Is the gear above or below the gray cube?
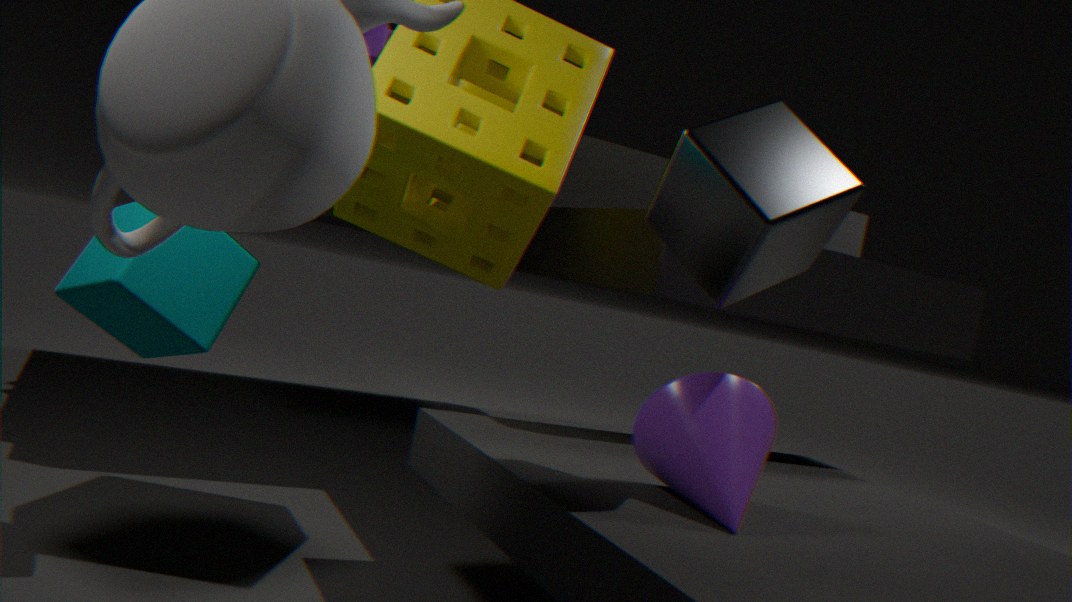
above
